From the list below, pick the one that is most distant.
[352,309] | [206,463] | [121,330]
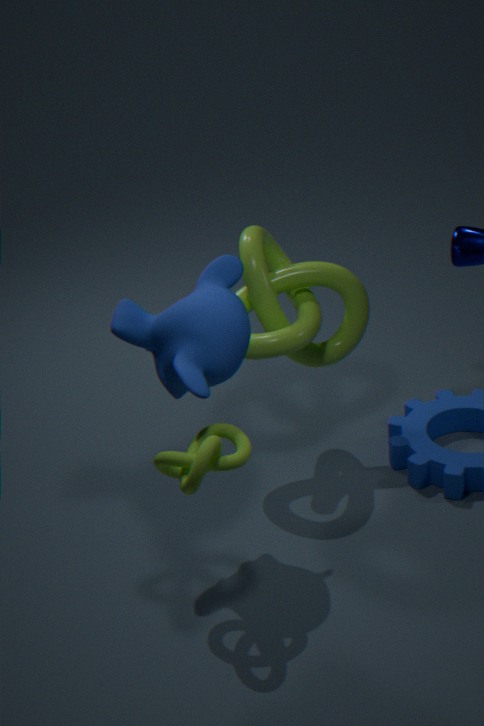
[352,309]
